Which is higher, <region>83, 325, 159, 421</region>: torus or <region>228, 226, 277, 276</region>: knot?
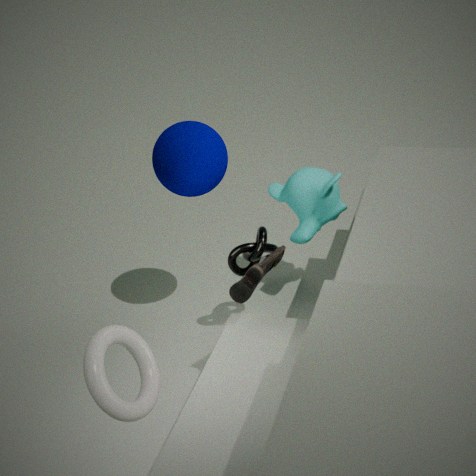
<region>83, 325, 159, 421</region>: torus
